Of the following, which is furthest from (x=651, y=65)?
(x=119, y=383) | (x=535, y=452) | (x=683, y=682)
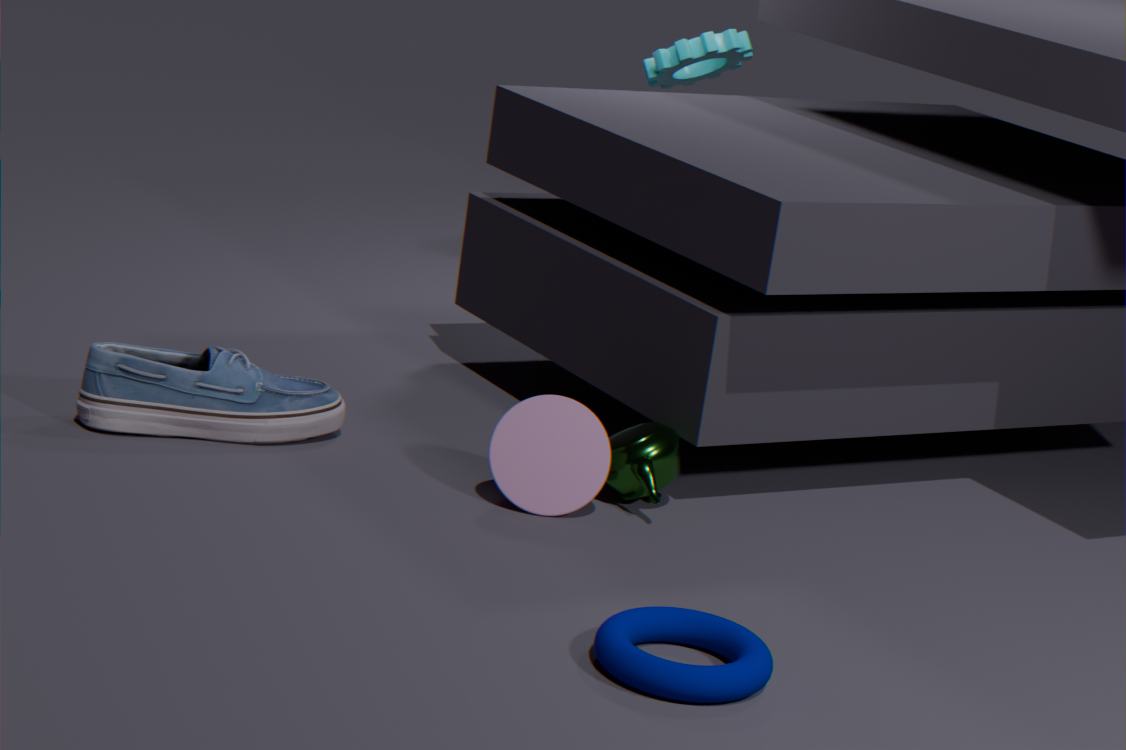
(x=683, y=682)
